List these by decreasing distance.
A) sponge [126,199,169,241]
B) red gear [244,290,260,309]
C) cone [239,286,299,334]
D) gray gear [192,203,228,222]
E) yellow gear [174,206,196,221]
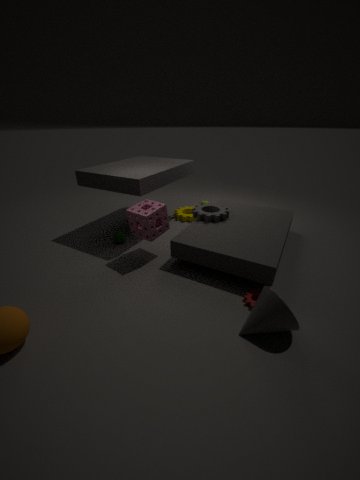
yellow gear [174,206,196,221]
gray gear [192,203,228,222]
sponge [126,199,169,241]
red gear [244,290,260,309]
cone [239,286,299,334]
